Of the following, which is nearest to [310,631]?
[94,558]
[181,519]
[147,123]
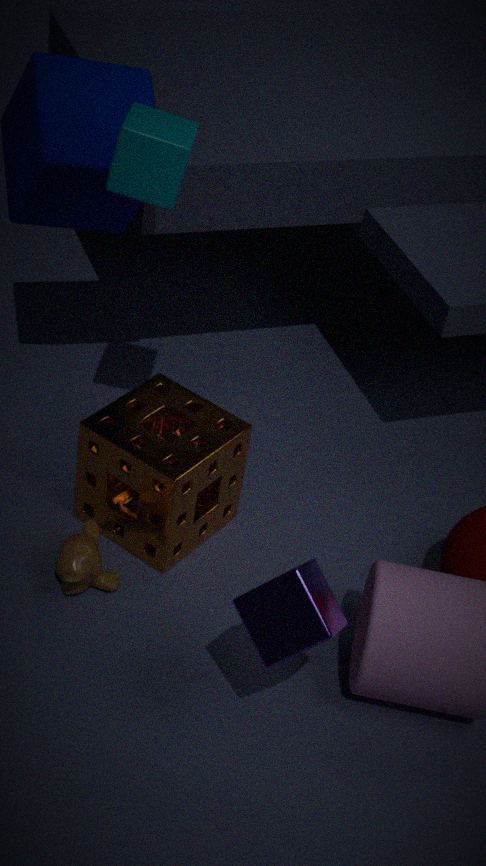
[94,558]
